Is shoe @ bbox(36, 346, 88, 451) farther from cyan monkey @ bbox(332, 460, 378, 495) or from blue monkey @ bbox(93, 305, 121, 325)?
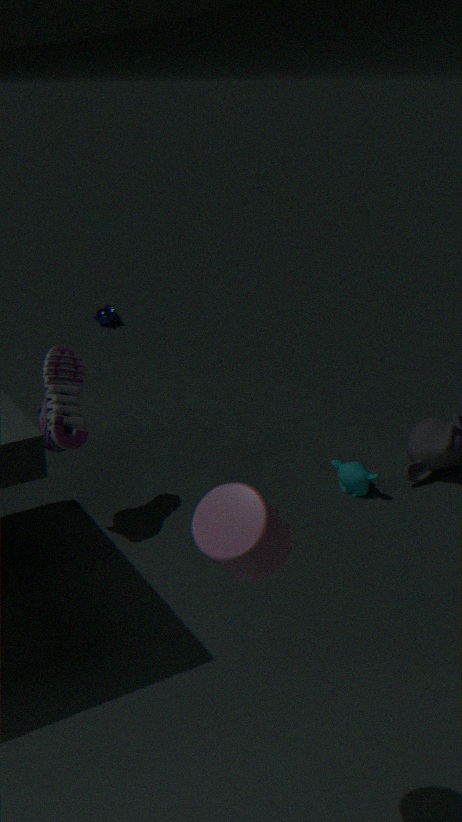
blue monkey @ bbox(93, 305, 121, 325)
